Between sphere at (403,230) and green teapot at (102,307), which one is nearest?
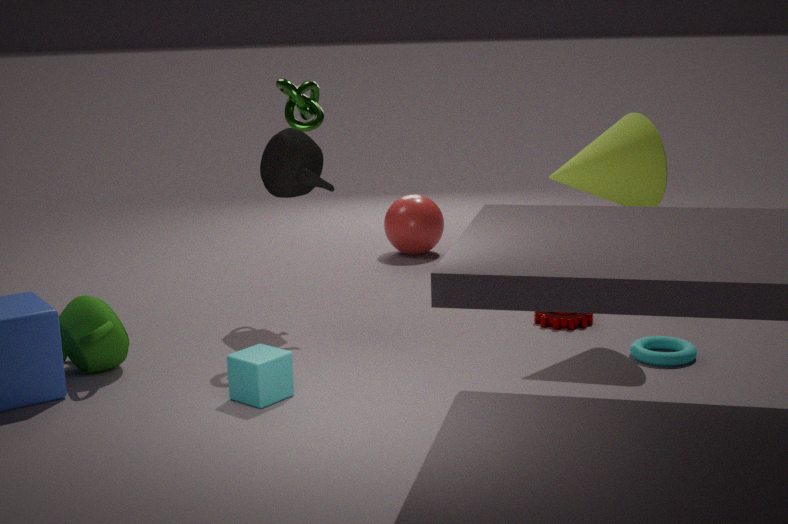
green teapot at (102,307)
